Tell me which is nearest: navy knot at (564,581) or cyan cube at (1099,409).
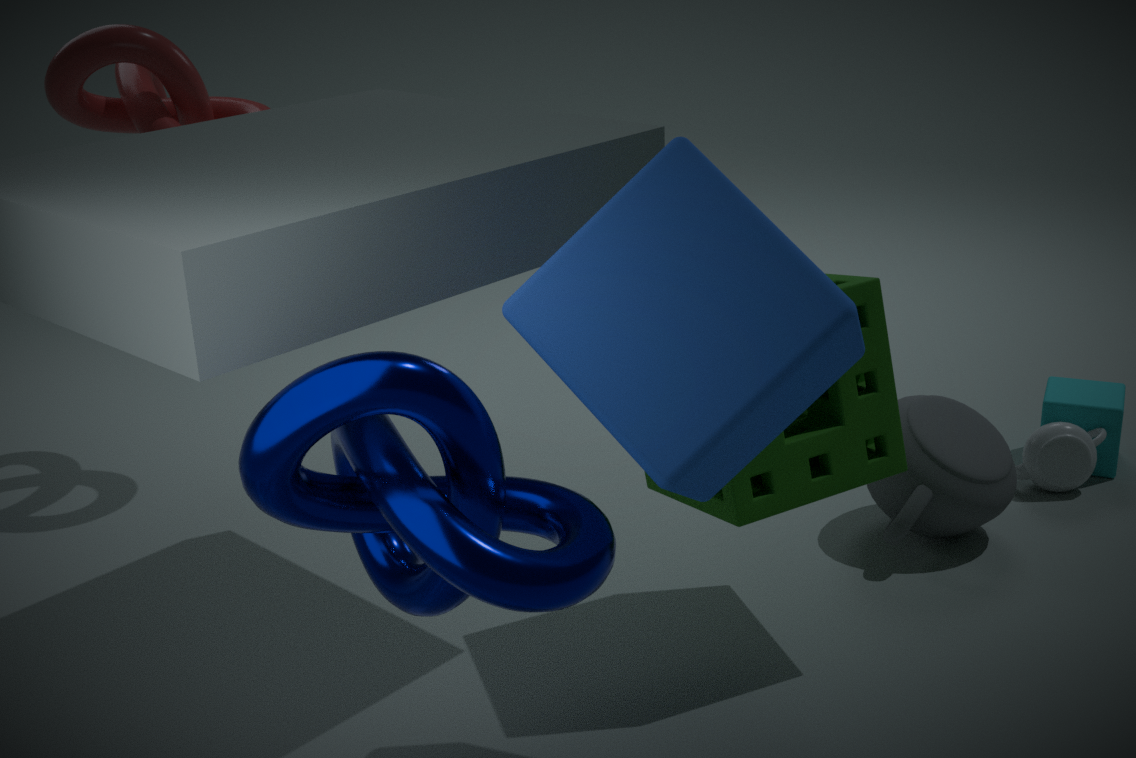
navy knot at (564,581)
